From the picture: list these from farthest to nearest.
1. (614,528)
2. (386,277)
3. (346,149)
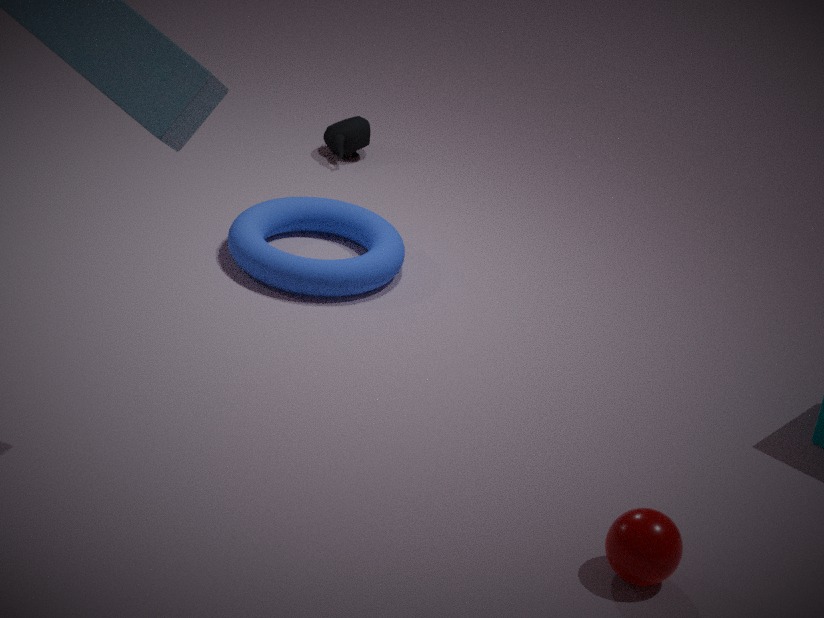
(346,149) < (386,277) < (614,528)
